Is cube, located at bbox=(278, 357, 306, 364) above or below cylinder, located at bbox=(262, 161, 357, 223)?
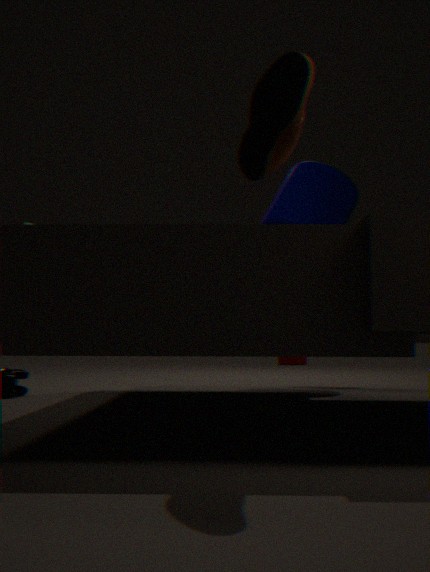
below
